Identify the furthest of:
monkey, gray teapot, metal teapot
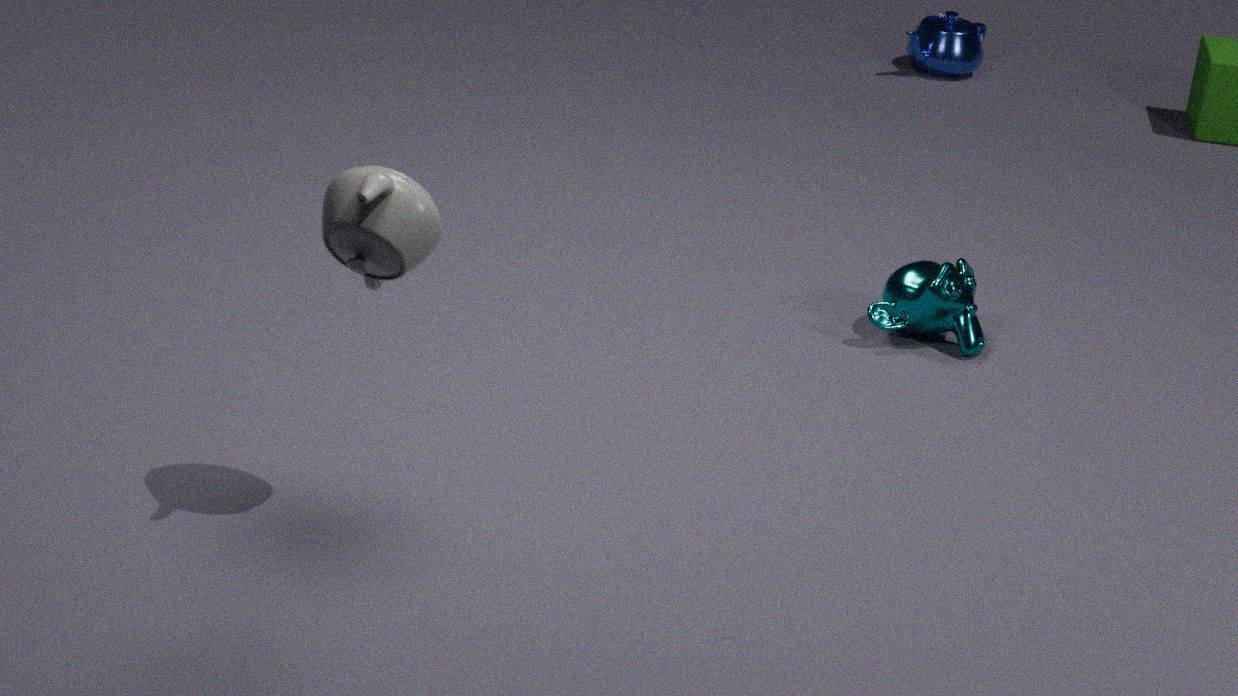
Result: metal teapot
